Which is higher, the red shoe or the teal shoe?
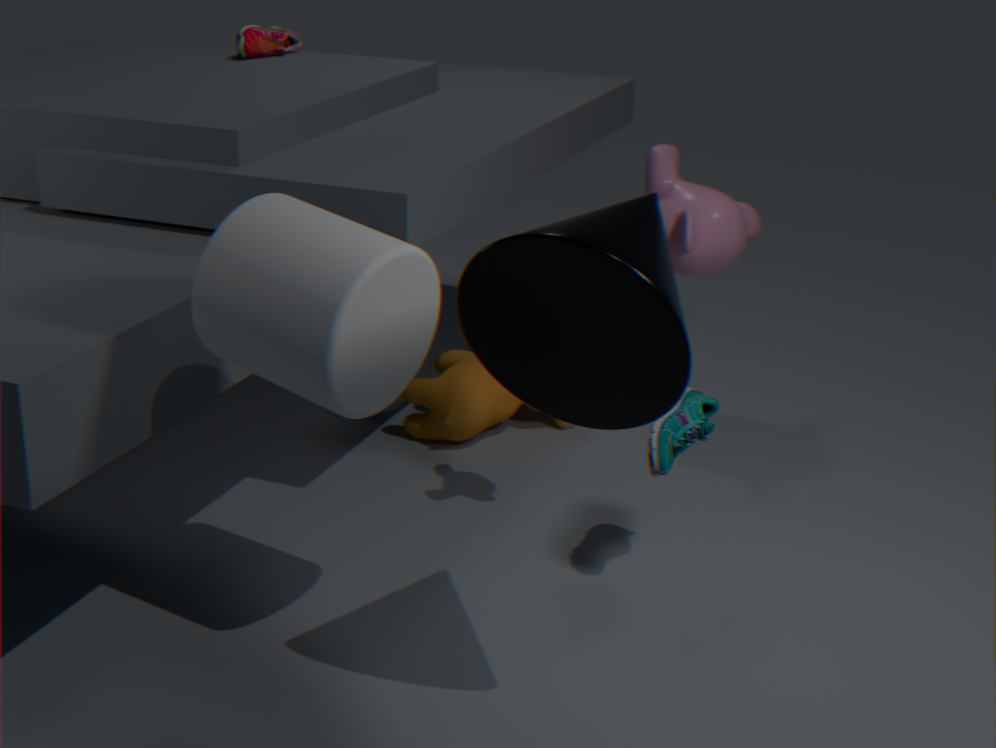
the red shoe
